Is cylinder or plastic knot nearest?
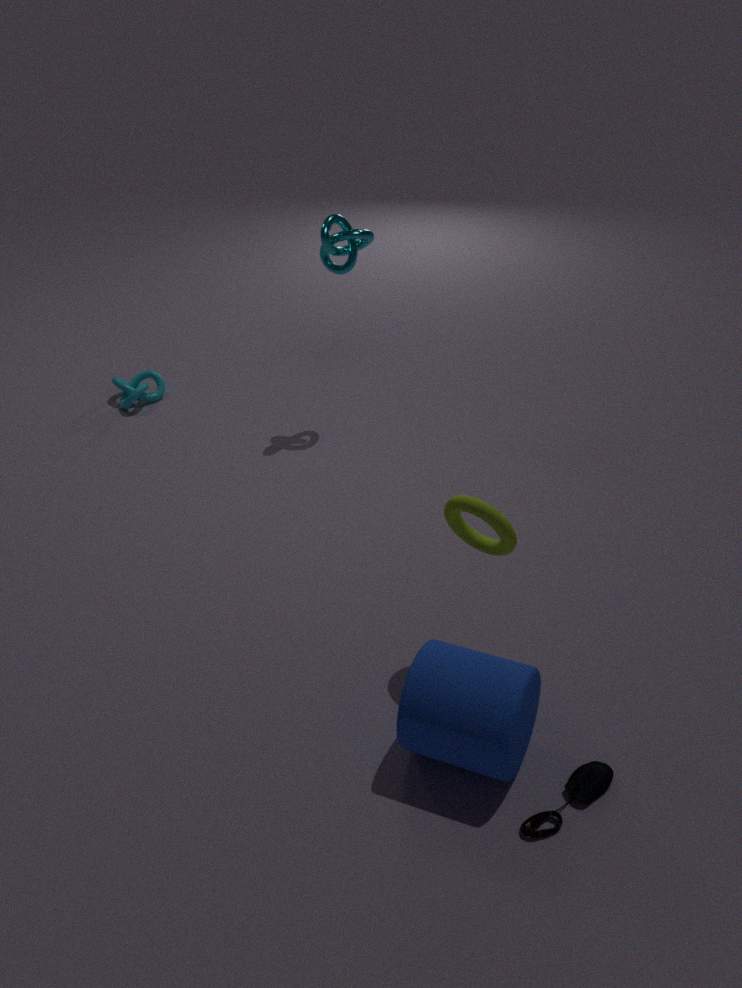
cylinder
